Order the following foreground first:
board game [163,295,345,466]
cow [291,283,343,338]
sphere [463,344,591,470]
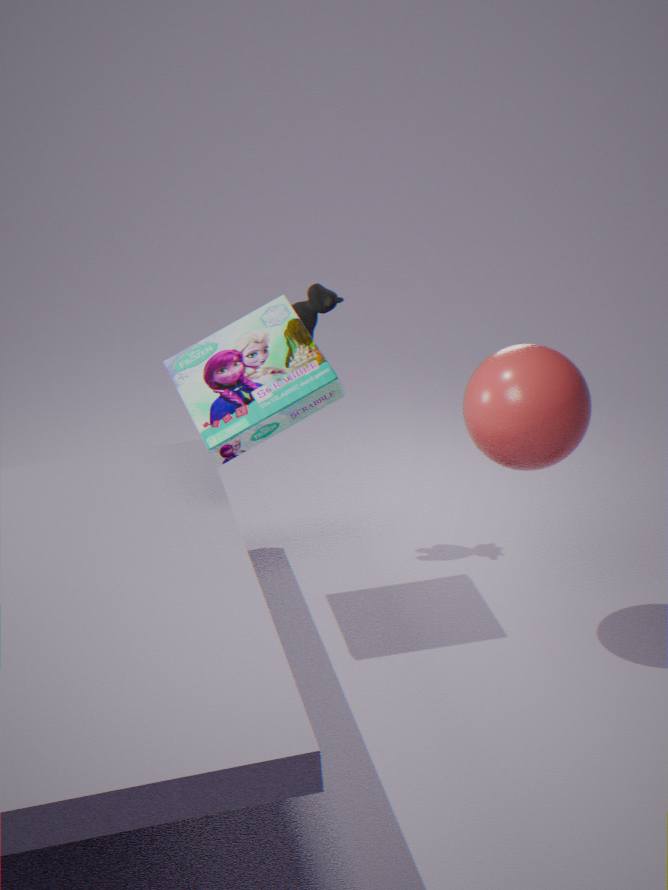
sphere [463,344,591,470], board game [163,295,345,466], cow [291,283,343,338]
